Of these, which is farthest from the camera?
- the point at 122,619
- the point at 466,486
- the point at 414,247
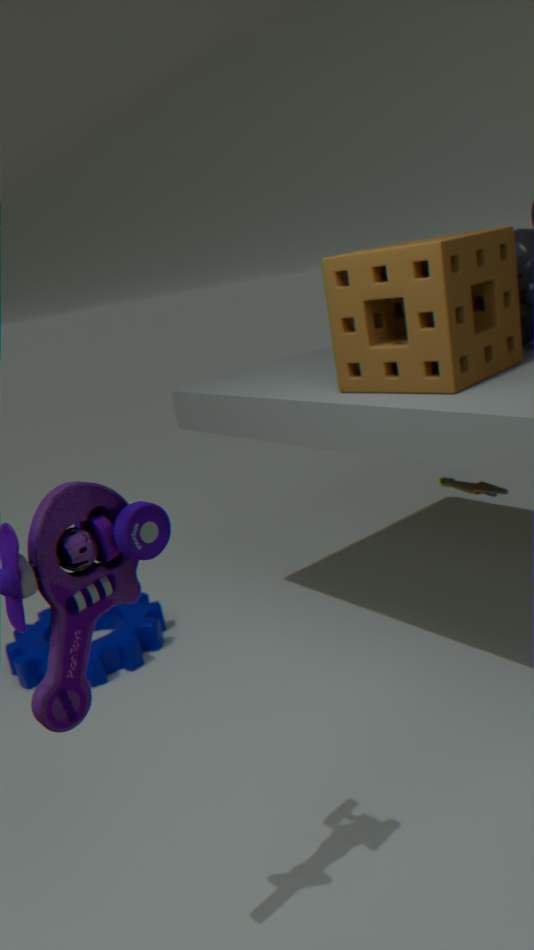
the point at 122,619
